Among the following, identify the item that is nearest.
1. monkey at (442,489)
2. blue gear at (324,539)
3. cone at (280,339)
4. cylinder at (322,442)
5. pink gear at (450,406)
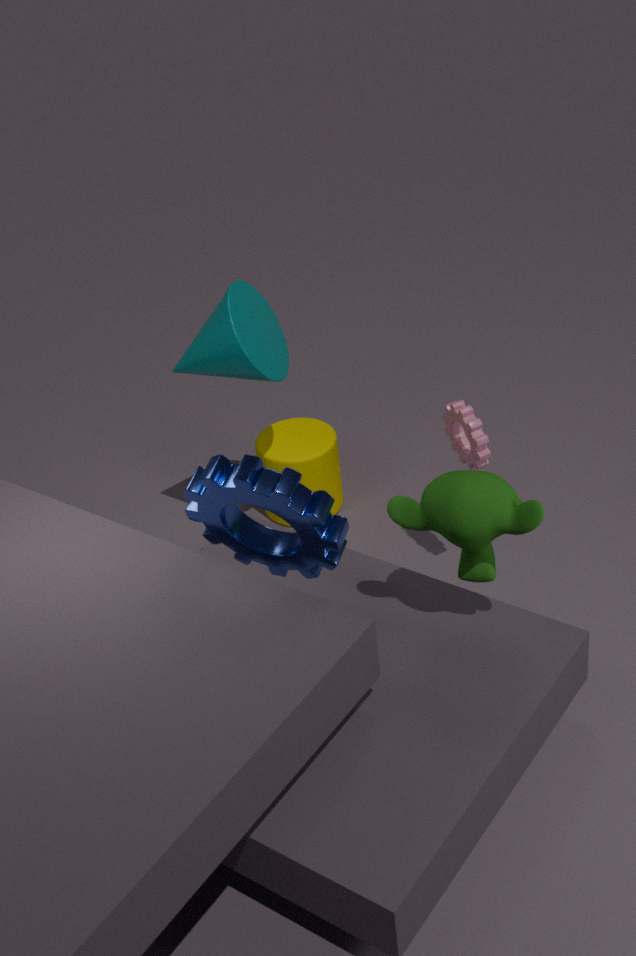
blue gear at (324,539)
